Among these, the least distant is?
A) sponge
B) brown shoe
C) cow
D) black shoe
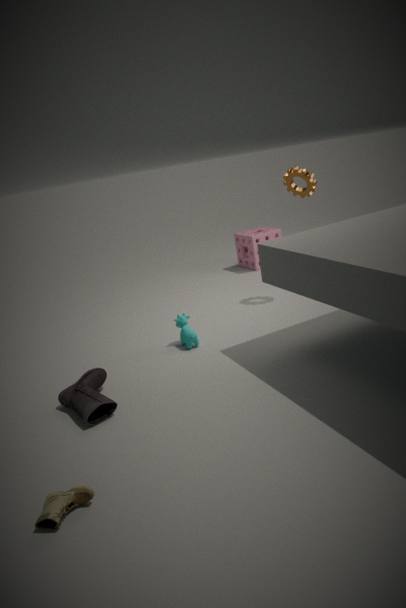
brown shoe
